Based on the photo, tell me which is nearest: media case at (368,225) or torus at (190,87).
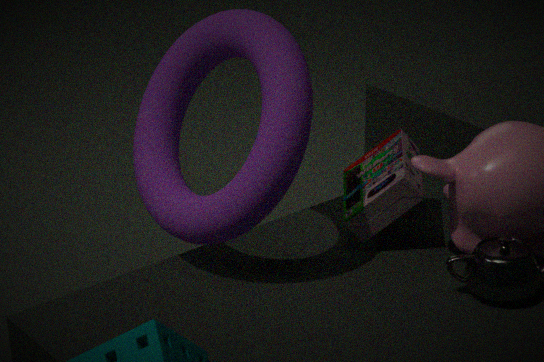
torus at (190,87)
